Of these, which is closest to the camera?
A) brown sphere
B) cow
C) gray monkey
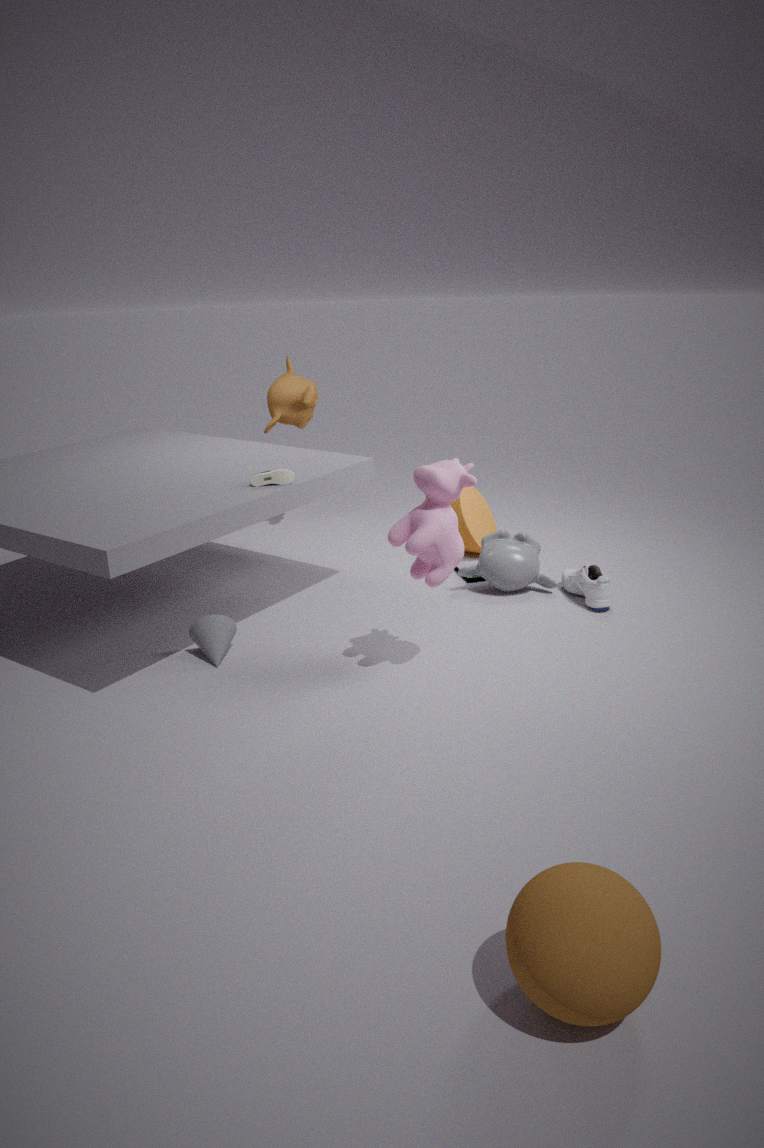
brown sphere
